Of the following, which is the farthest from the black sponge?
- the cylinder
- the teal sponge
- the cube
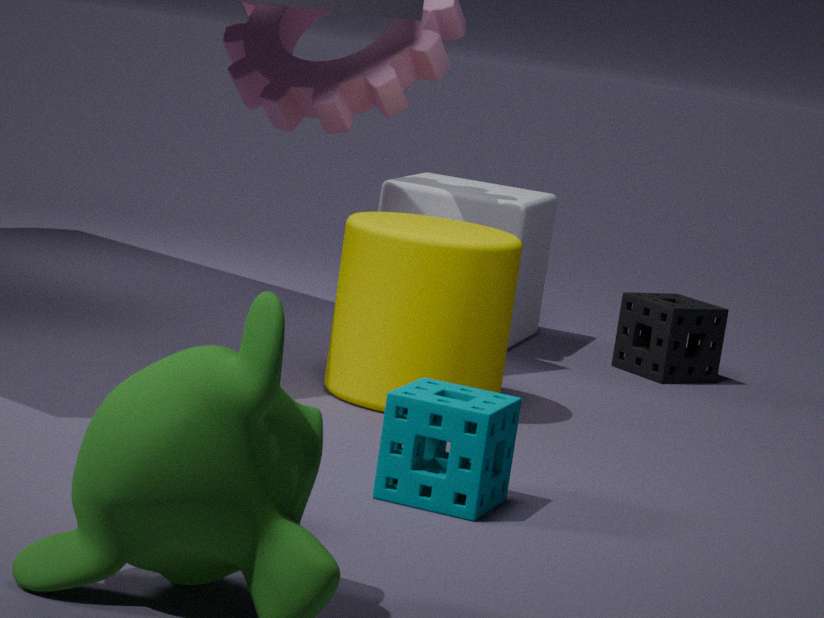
the teal sponge
